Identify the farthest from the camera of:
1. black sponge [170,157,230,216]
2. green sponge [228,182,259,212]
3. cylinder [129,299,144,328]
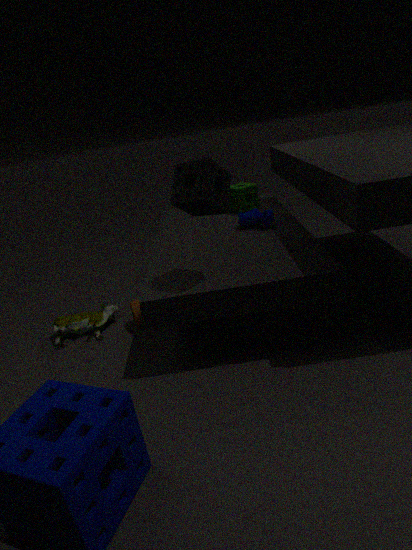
green sponge [228,182,259,212]
